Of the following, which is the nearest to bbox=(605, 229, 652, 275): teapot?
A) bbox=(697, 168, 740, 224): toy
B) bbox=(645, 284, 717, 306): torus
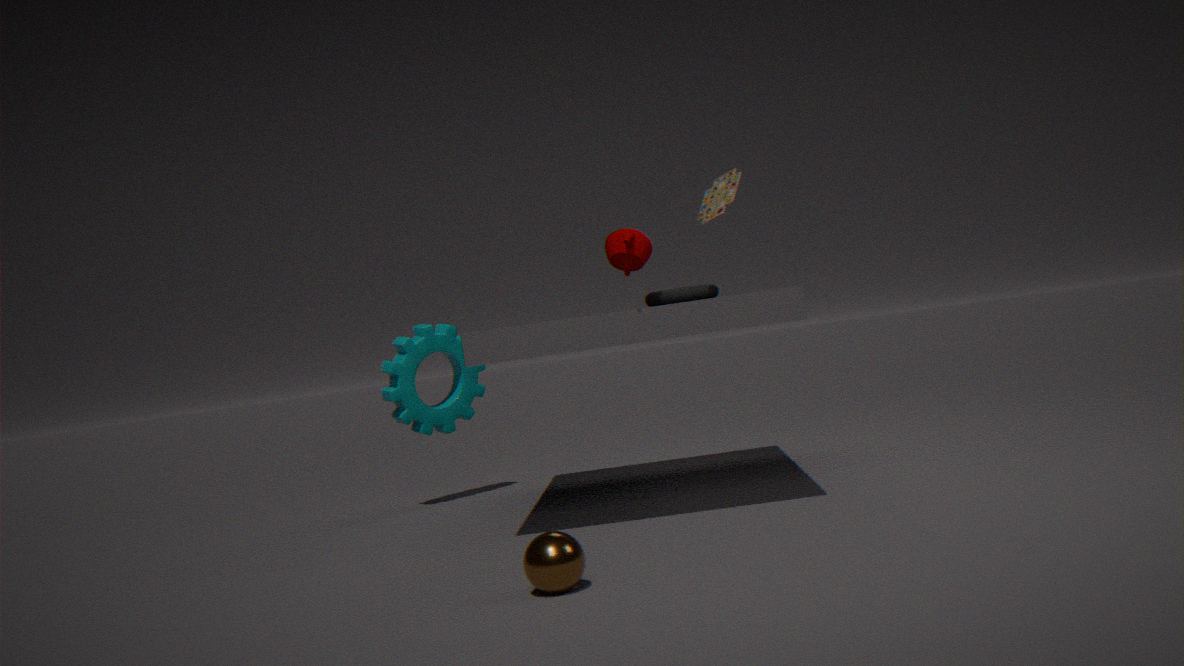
bbox=(645, 284, 717, 306): torus
